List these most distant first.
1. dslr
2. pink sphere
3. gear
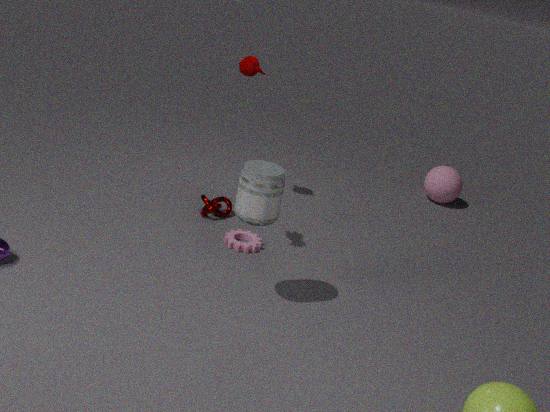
pink sphere, gear, dslr
